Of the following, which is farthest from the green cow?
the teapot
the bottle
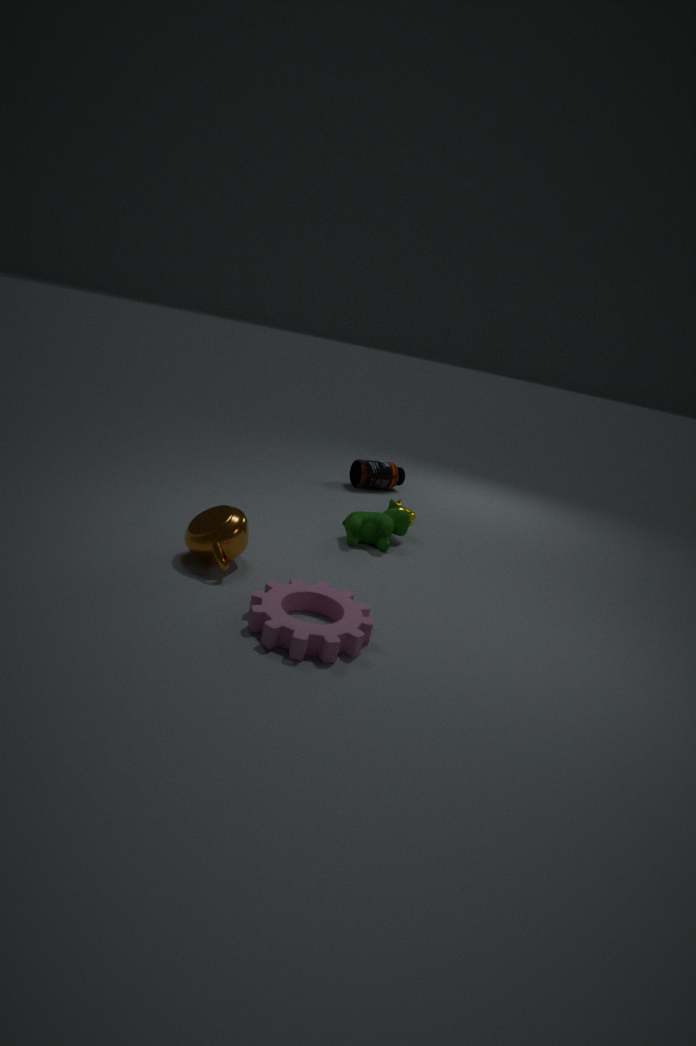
the bottle
